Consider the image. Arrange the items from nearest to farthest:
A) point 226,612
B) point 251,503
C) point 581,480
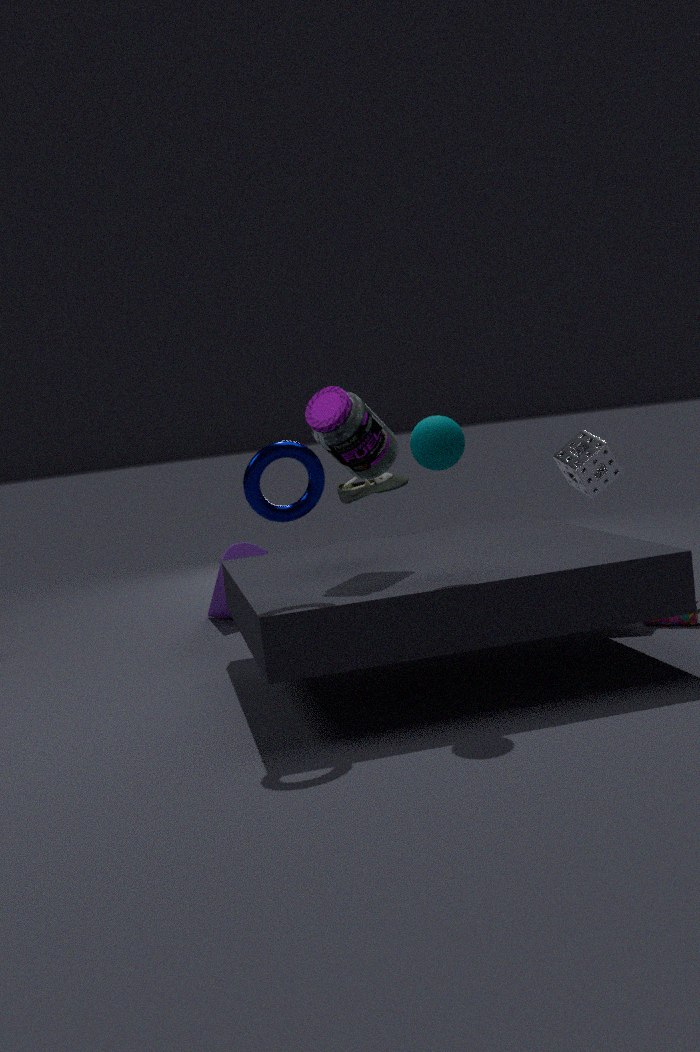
point 251,503, point 581,480, point 226,612
